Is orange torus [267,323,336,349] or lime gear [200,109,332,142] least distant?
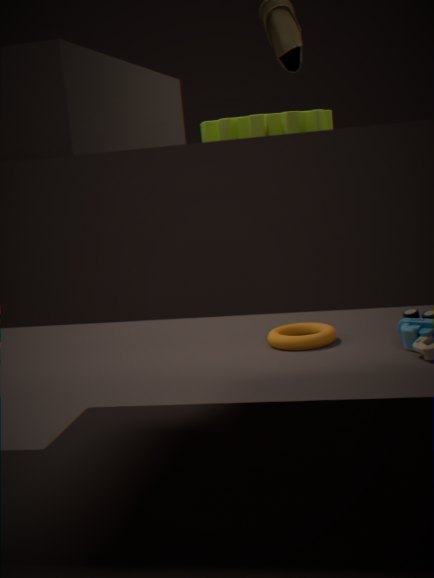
lime gear [200,109,332,142]
